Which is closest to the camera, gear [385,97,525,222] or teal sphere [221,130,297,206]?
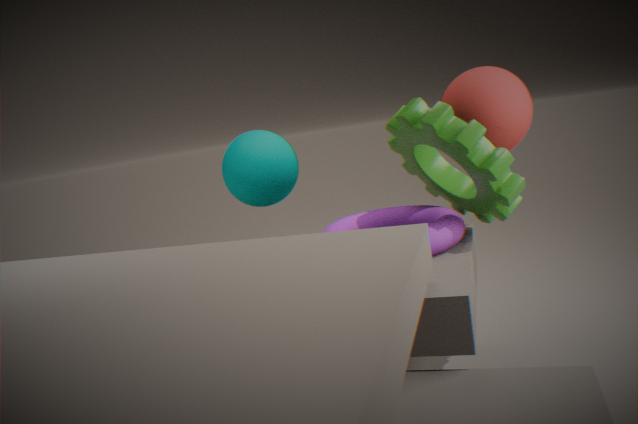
gear [385,97,525,222]
